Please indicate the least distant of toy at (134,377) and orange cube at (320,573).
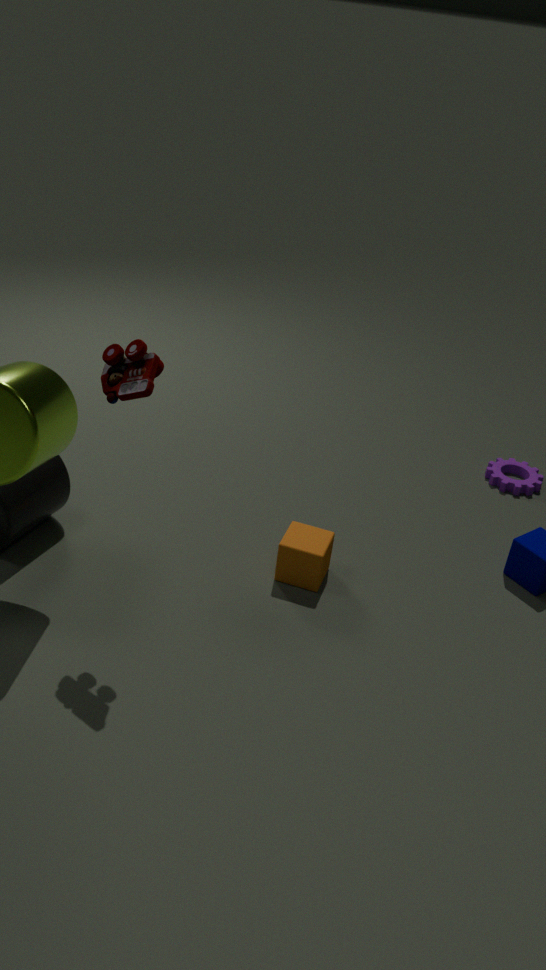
toy at (134,377)
